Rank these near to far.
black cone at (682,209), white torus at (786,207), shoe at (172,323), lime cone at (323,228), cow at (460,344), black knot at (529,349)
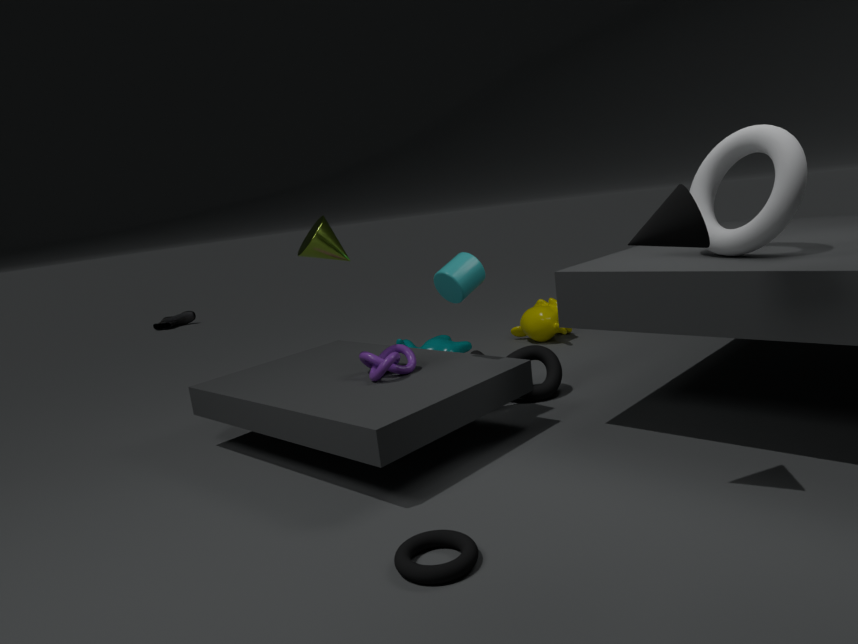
black cone at (682,209)
white torus at (786,207)
lime cone at (323,228)
black knot at (529,349)
cow at (460,344)
shoe at (172,323)
